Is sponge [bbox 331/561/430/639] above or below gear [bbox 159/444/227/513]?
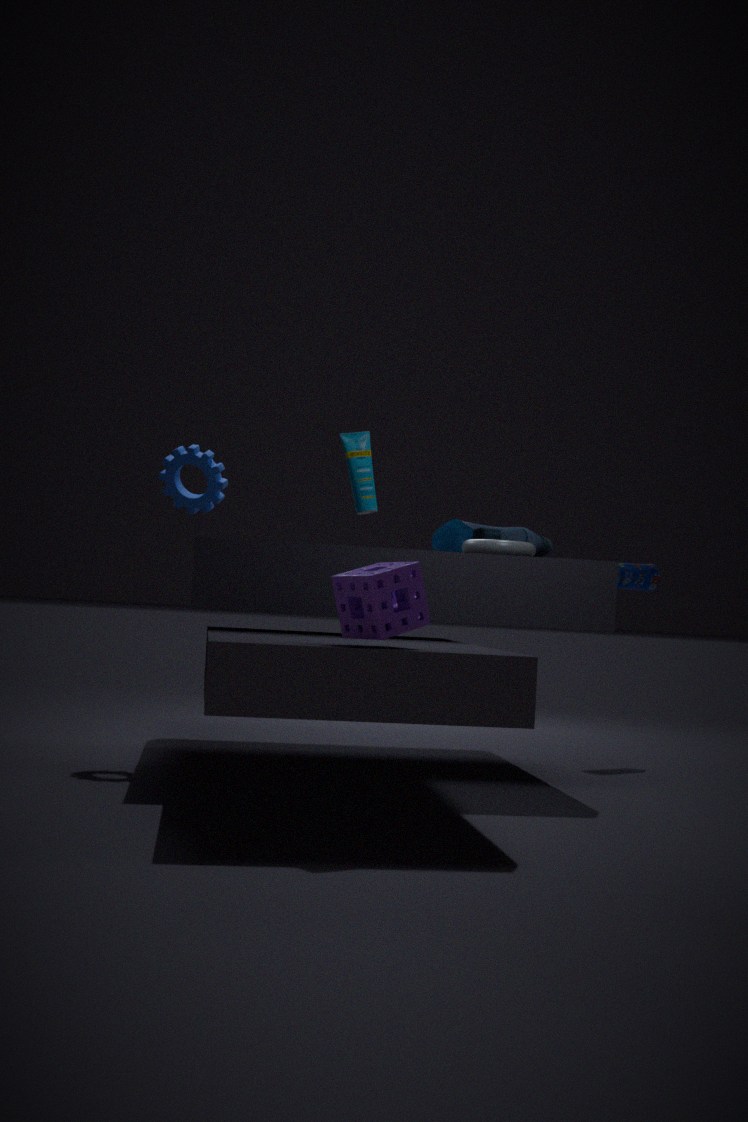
below
